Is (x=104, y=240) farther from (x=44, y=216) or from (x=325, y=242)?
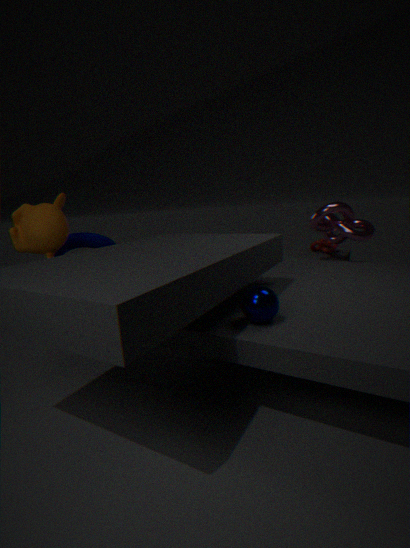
(x=325, y=242)
